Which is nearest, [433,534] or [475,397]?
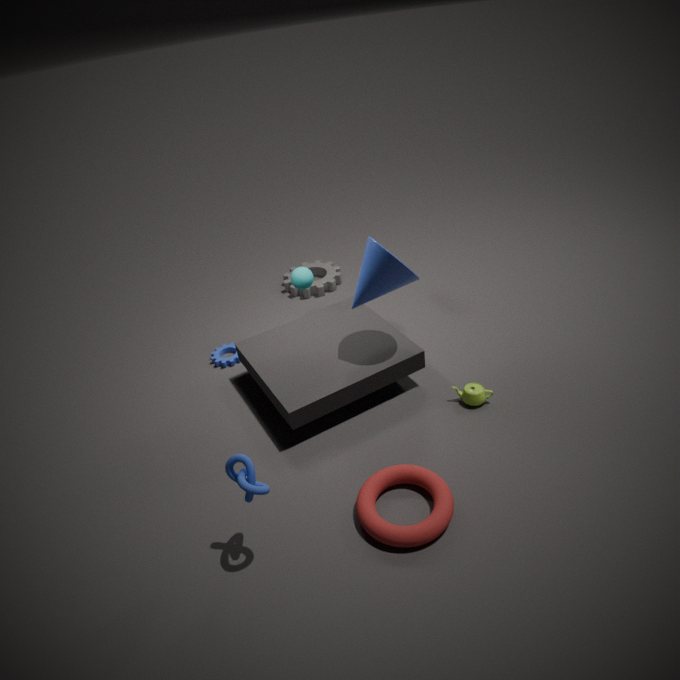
[433,534]
